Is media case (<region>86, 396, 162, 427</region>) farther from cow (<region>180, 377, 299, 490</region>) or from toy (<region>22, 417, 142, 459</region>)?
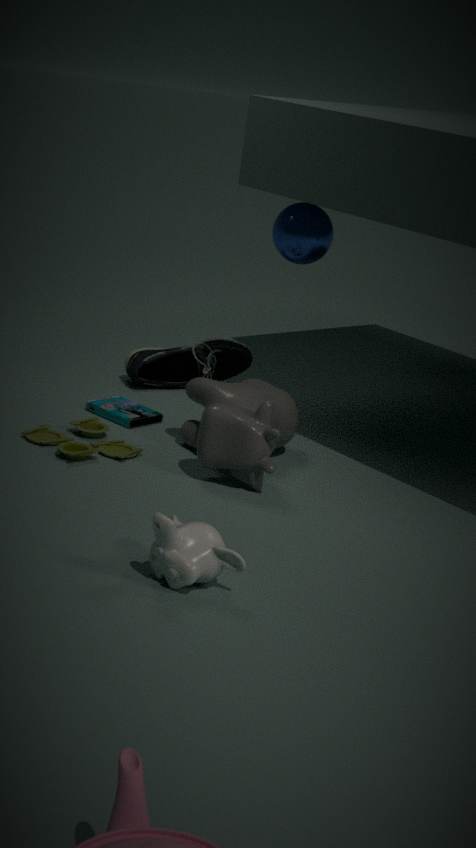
cow (<region>180, 377, 299, 490</region>)
